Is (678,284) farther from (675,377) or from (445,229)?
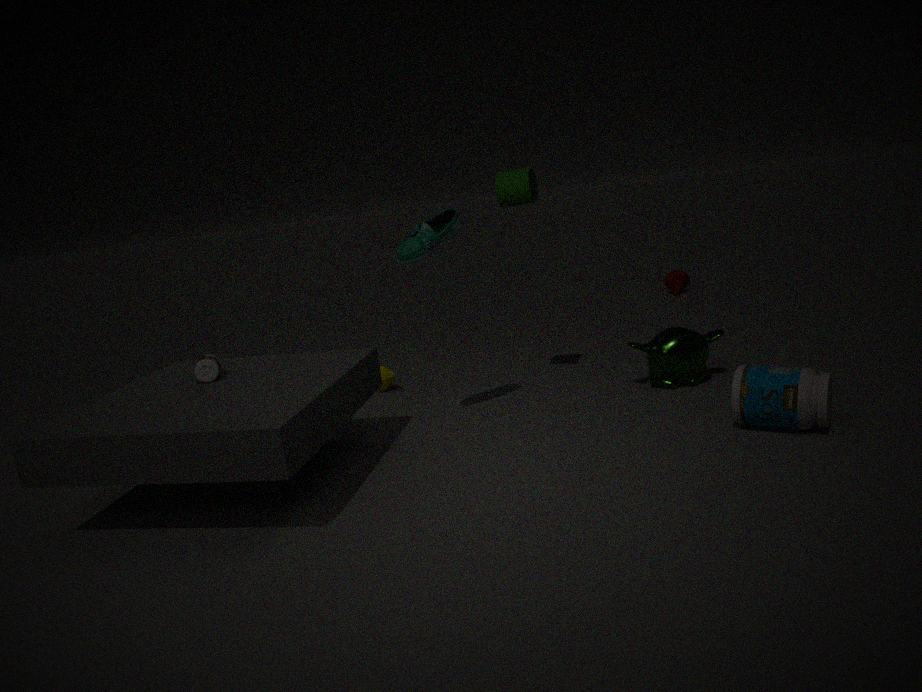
(445,229)
